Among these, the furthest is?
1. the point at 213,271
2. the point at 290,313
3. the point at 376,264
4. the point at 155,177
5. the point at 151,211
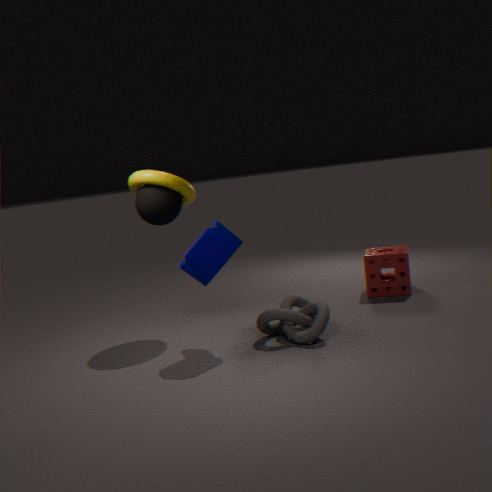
the point at 376,264
